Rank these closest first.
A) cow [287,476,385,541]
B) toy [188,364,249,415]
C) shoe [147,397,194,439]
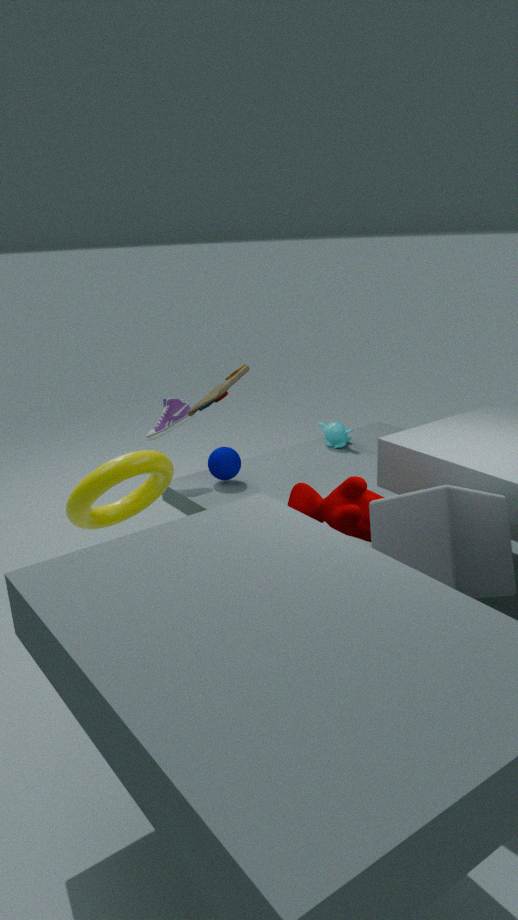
cow [287,476,385,541] < toy [188,364,249,415] < shoe [147,397,194,439]
